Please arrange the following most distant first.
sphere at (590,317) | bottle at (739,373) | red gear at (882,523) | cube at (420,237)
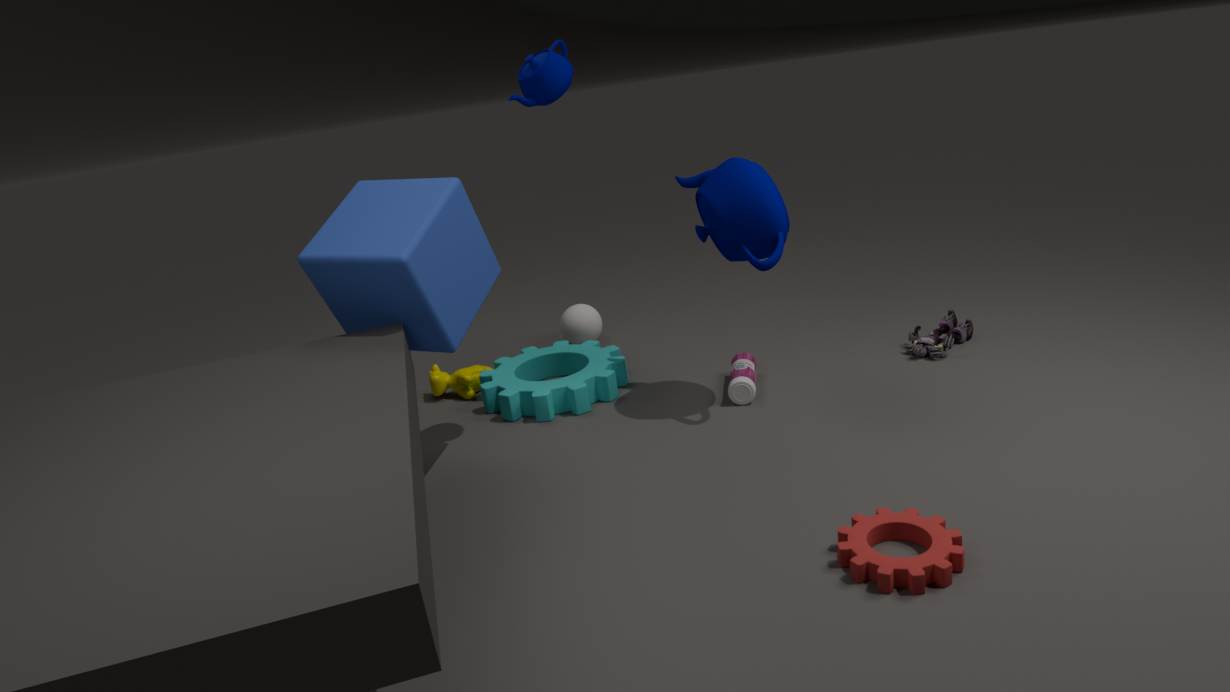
sphere at (590,317)
bottle at (739,373)
cube at (420,237)
red gear at (882,523)
